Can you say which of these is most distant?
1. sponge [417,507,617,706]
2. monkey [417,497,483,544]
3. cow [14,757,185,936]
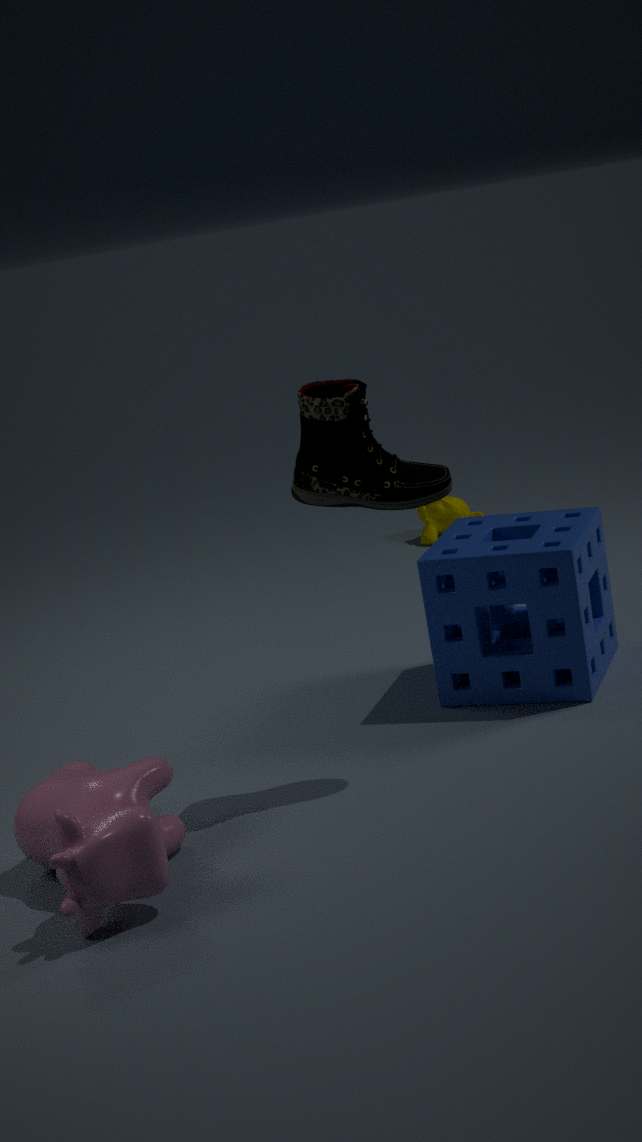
monkey [417,497,483,544]
